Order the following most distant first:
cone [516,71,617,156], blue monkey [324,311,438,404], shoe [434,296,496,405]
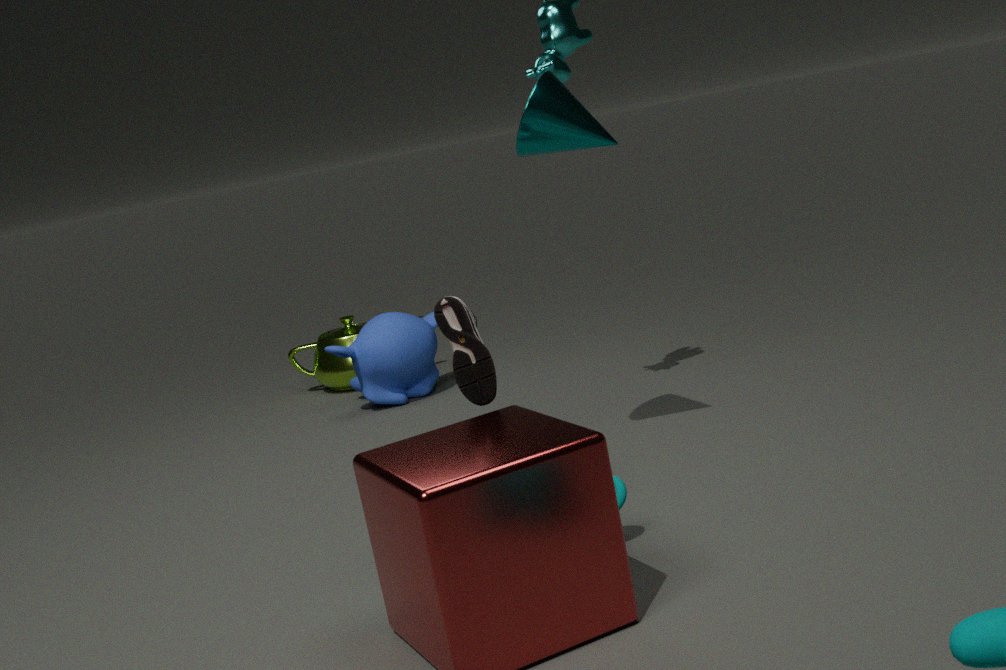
blue monkey [324,311,438,404], cone [516,71,617,156], shoe [434,296,496,405]
